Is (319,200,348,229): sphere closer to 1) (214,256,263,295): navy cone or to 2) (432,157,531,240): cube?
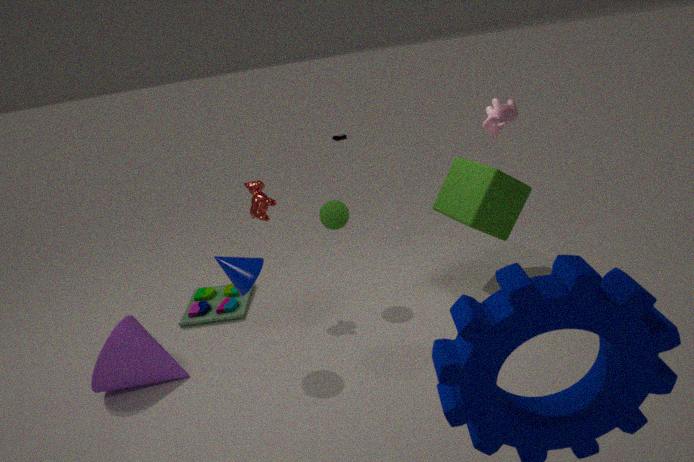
1) (214,256,263,295): navy cone
